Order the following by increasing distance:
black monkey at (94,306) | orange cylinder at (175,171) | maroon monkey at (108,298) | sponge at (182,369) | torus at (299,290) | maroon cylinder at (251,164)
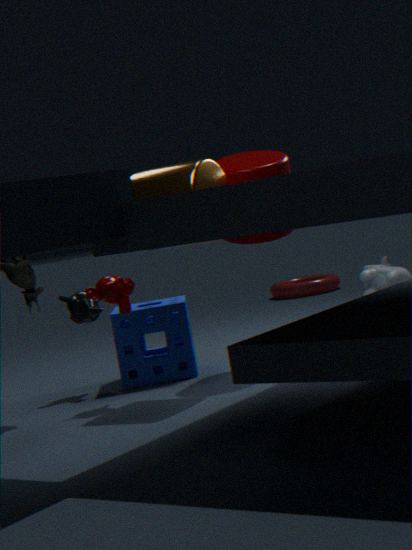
orange cylinder at (175,171) → maroon monkey at (108,298) → maroon cylinder at (251,164) → sponge at (182,369) → black monkey at (94,306) → torus at (299,290)
